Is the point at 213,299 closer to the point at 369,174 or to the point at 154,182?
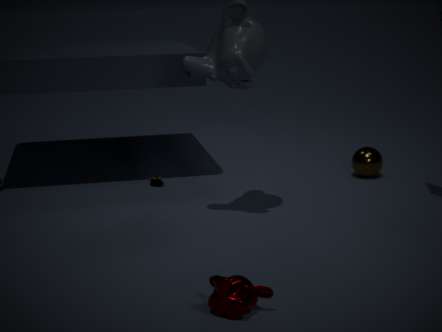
the point at 154,182
